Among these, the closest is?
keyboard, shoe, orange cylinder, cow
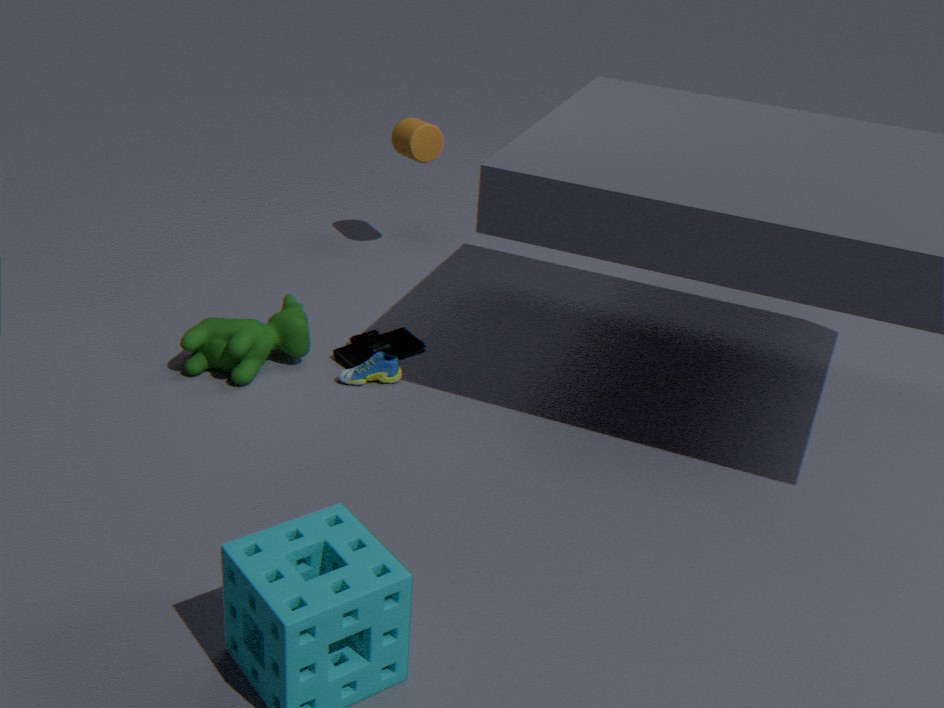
cow
